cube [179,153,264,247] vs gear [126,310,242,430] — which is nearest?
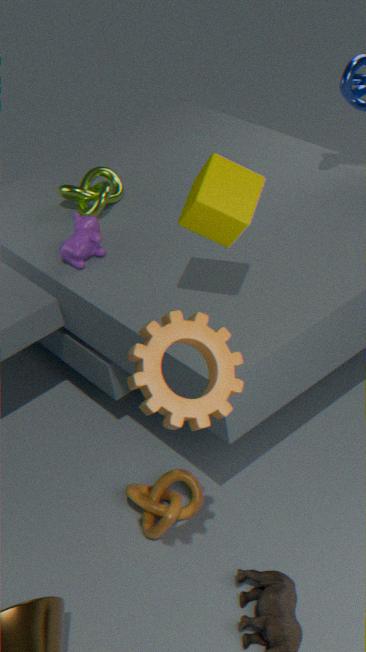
gear [126,310,242,430]
